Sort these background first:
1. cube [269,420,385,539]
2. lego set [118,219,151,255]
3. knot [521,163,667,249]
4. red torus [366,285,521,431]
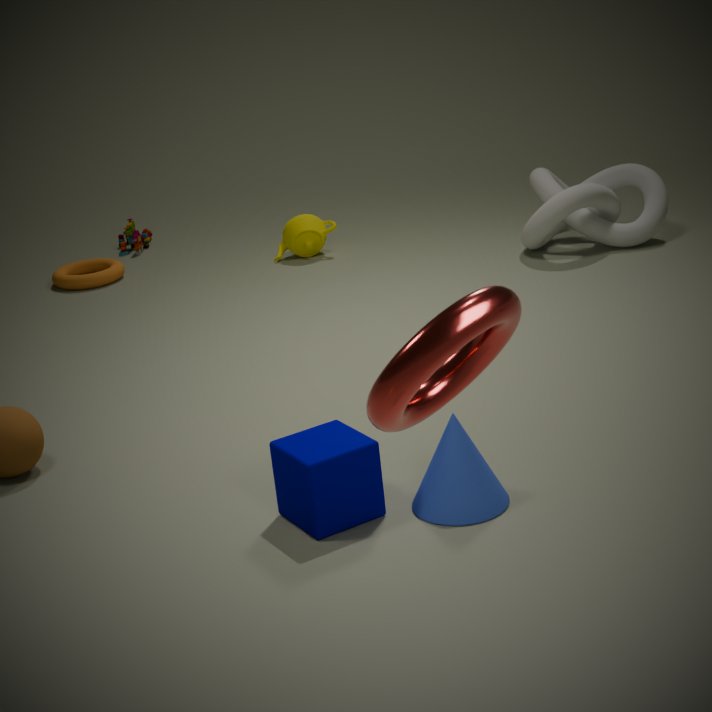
lego set [118,219,151,255], knot [521,163,667,249], cube [269,420,385,539], red torus [366,285,521,431]
